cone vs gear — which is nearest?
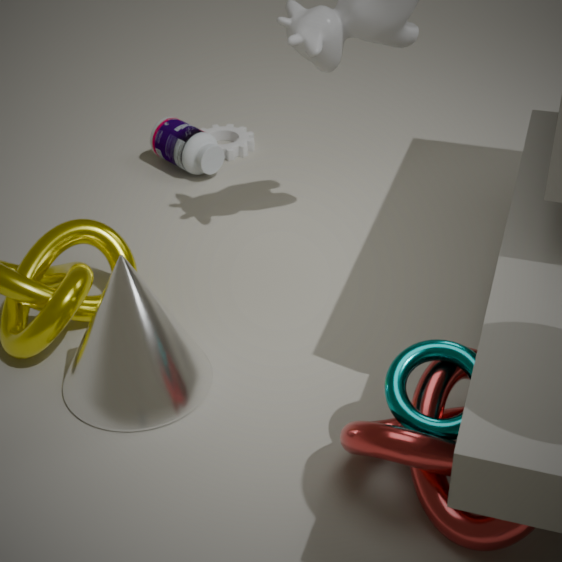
cone
